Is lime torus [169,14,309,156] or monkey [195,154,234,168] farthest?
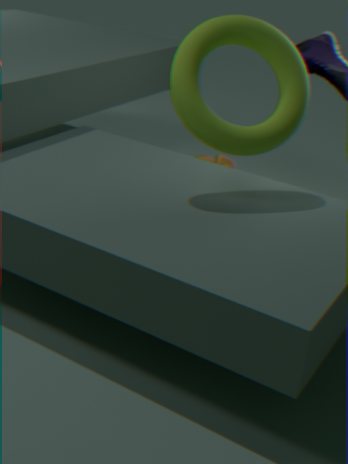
monkey [195,154,234,168]
